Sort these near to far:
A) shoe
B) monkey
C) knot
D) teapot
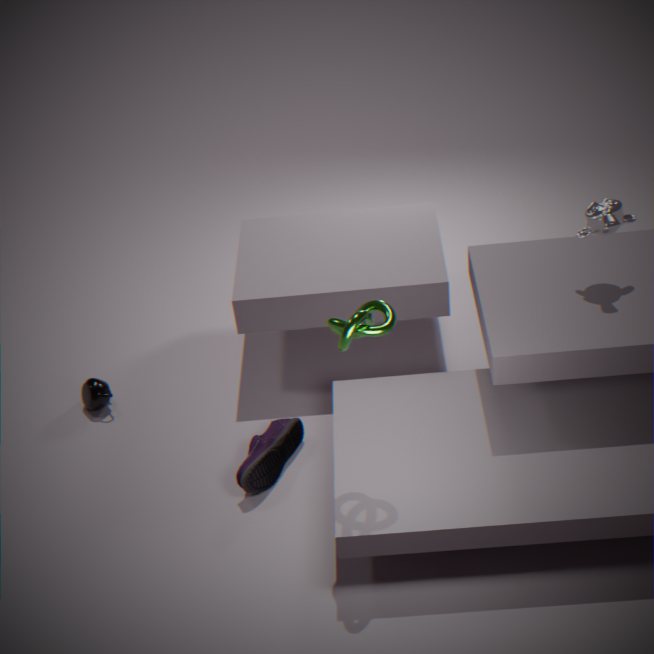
knot < monkey < shoe < teapot
